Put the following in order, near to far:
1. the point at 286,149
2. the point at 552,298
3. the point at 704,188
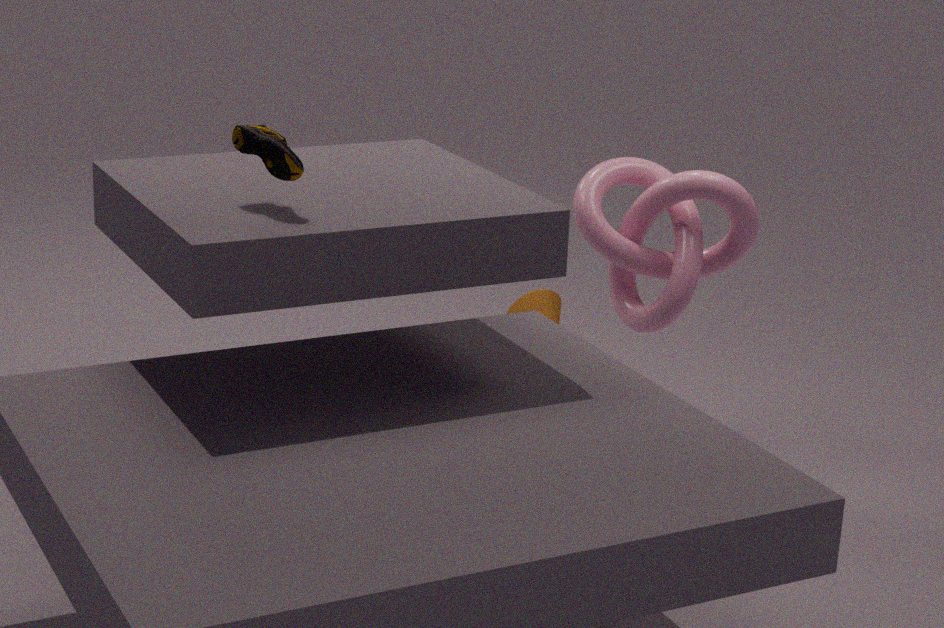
1. the point at 286,149
2. the point at 704,188
3. the point at 552,298
